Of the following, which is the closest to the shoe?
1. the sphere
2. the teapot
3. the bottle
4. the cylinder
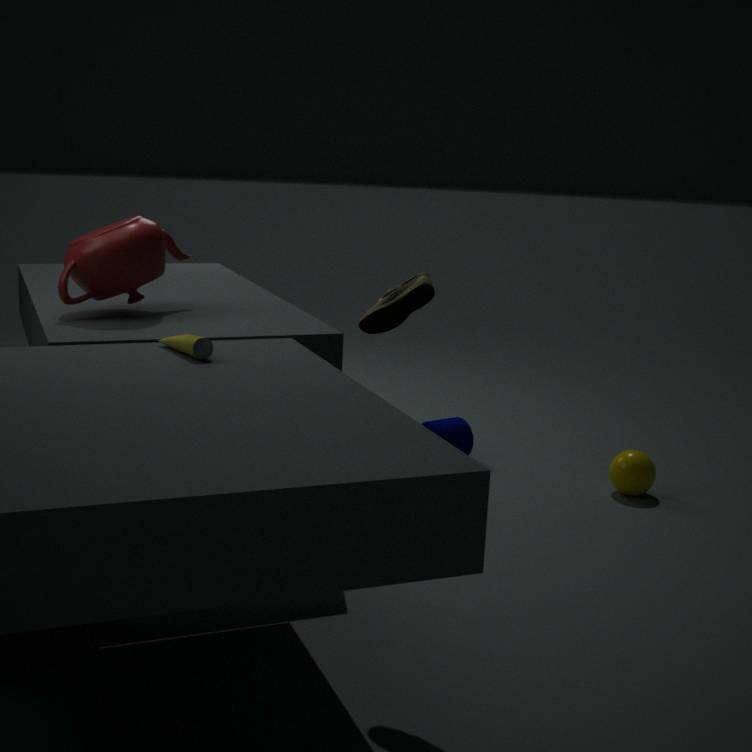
the bottle
